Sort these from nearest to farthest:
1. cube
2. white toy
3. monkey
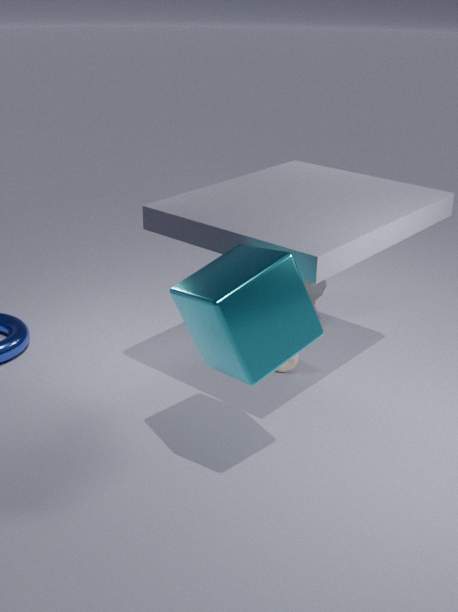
cube → white toy → monkey
